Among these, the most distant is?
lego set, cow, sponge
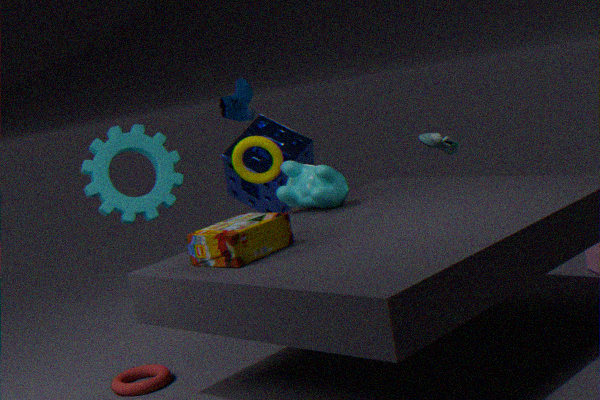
sponge
